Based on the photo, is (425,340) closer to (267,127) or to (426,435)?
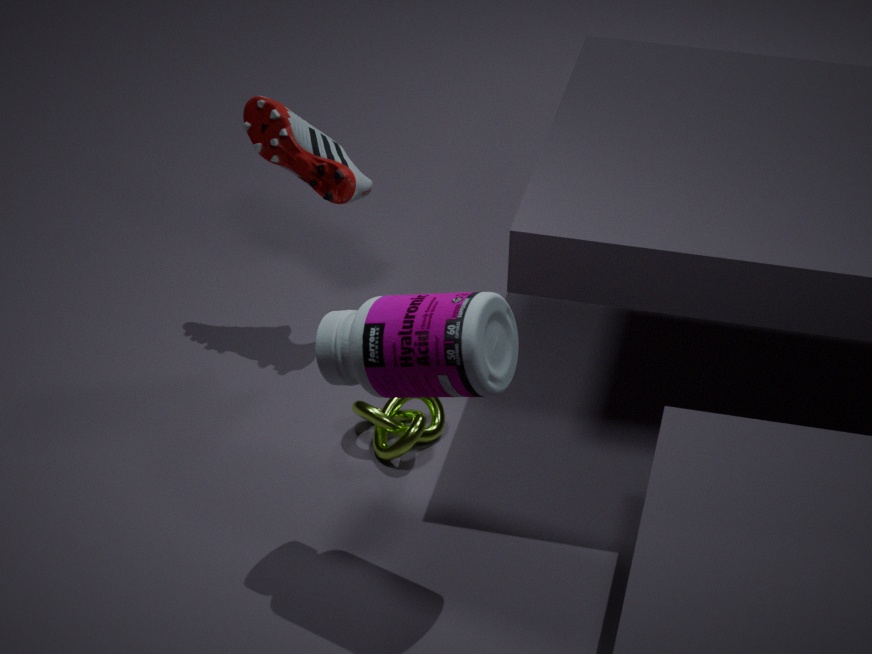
(426,435)
